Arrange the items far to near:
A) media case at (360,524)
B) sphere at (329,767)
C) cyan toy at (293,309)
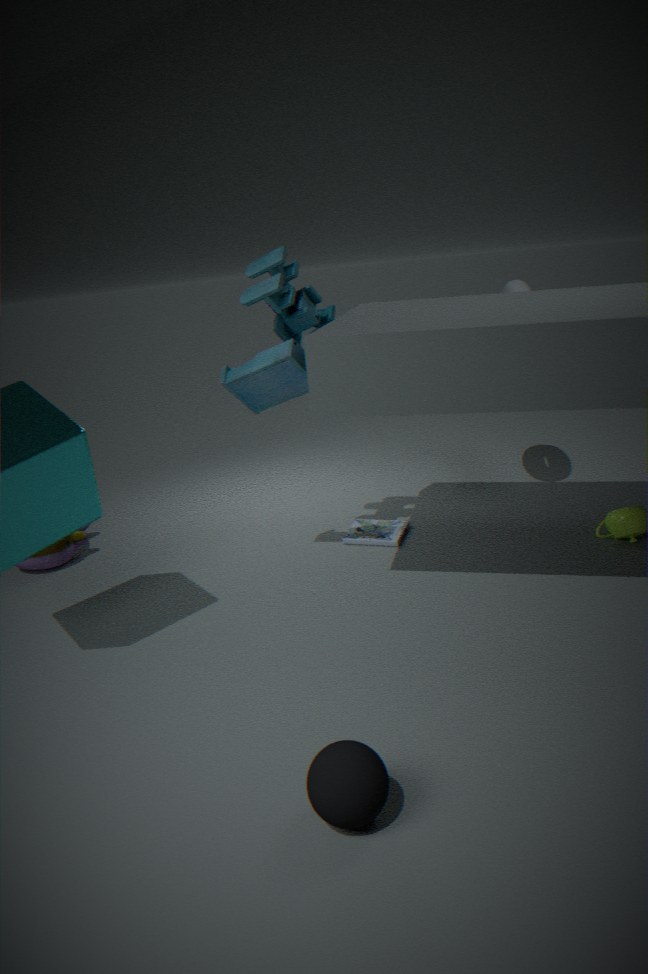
media case at (360,524), cyan toy at (293,309), sphere at (329,767)
